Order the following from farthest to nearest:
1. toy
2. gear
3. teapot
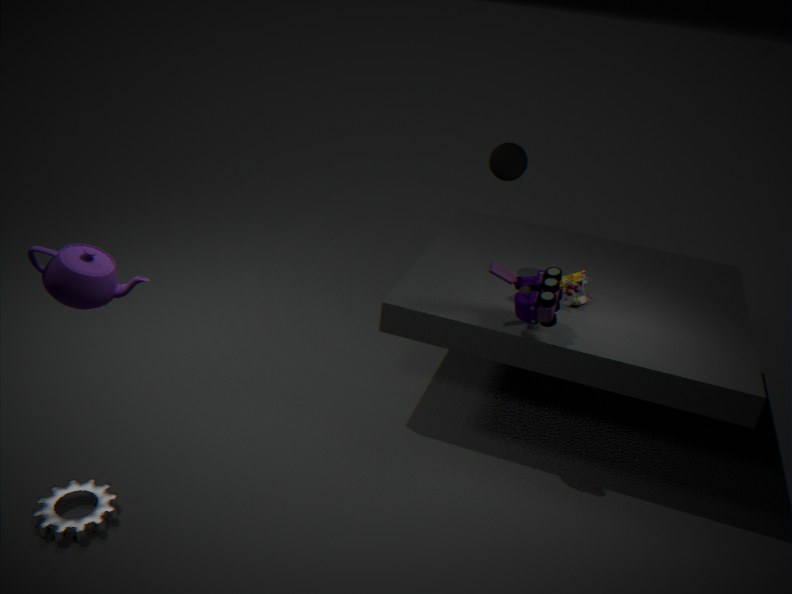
toy
gear
teapot
